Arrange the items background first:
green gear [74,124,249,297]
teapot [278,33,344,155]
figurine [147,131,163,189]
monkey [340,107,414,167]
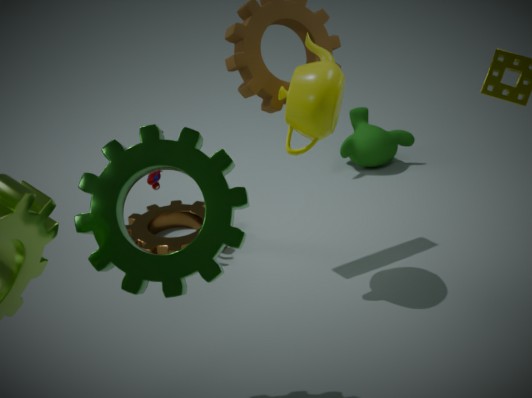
monkey [340,107,414,167], figurine [147,131,163,189], teapot [278,33,344,155], green gear [74,124,249,297]
